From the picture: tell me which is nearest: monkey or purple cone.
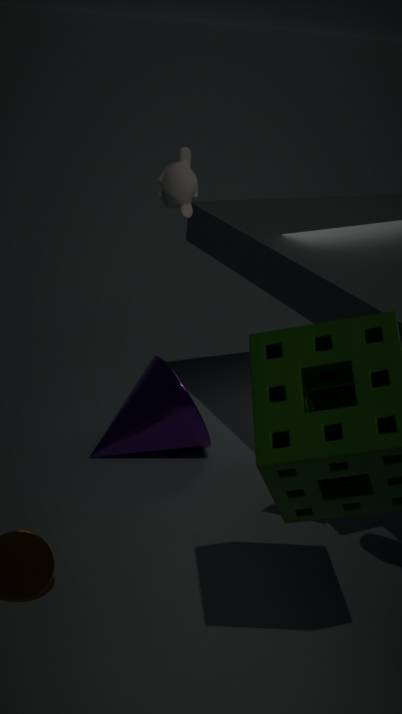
monkey
